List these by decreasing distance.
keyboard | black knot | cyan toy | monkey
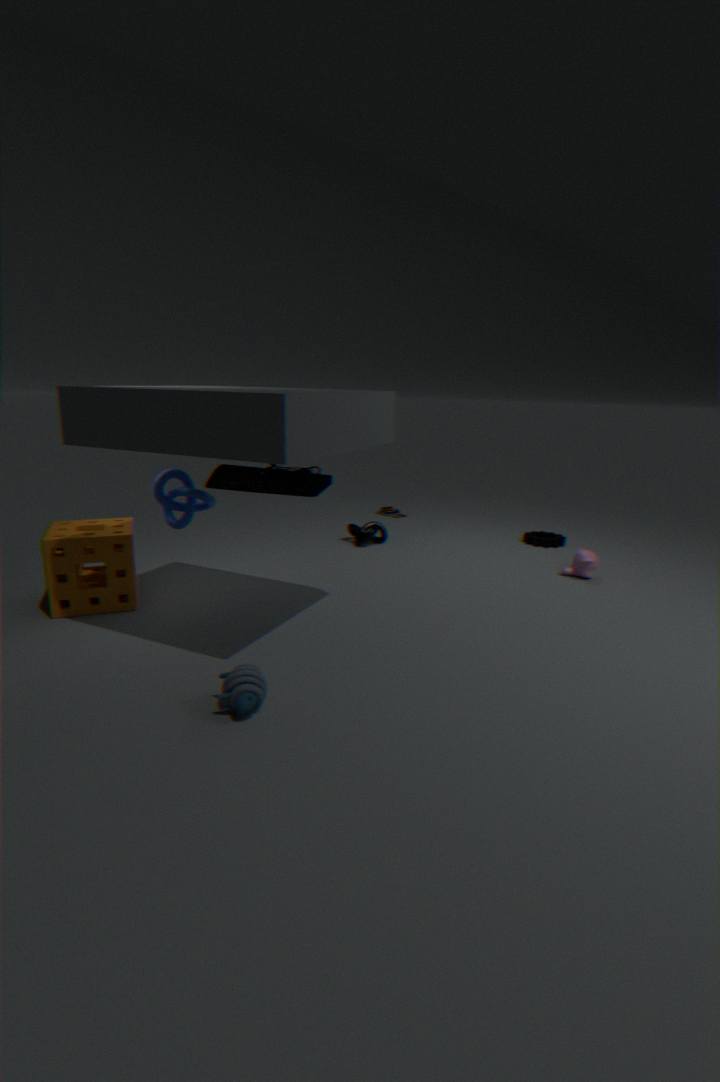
black knot
monkey
keyboard
cyan toy
